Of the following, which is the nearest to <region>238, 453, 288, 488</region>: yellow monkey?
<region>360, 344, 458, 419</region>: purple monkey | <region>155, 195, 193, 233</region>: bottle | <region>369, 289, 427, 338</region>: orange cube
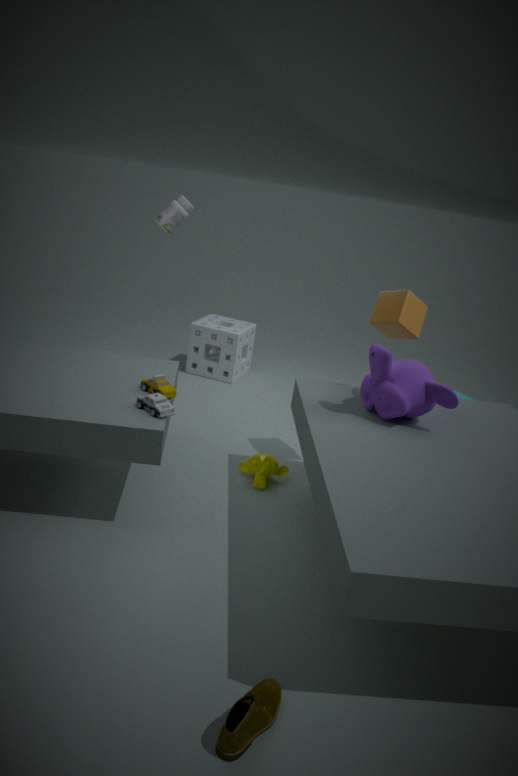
<region>360, 344, 458, 419</region>: purple monkey
